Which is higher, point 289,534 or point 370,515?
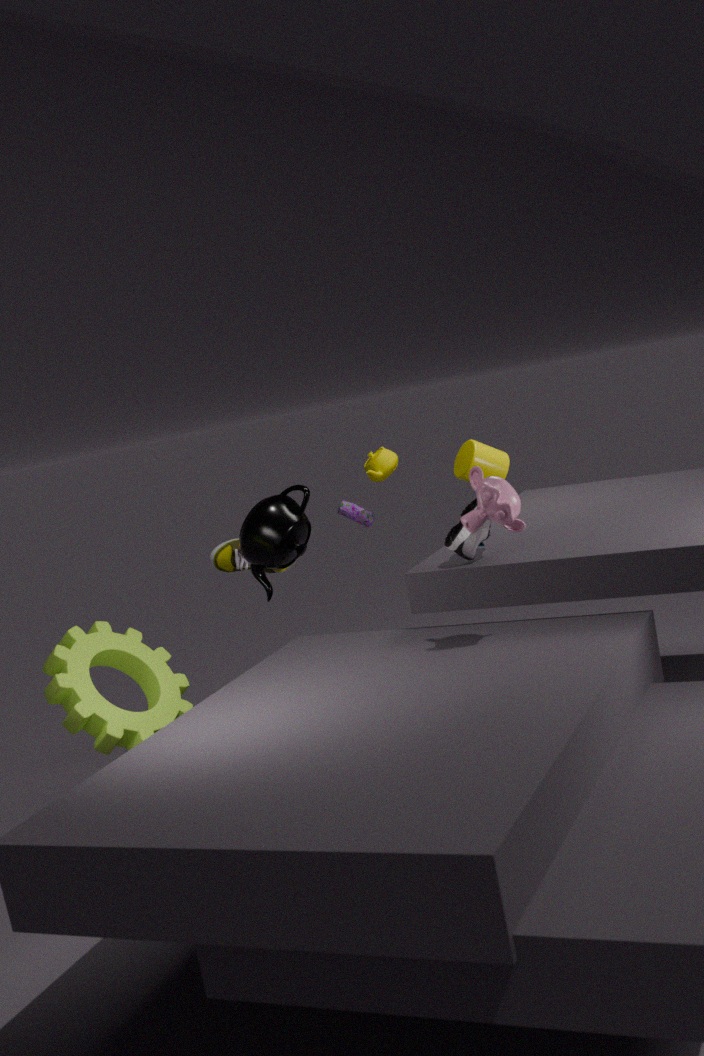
point 289,534
